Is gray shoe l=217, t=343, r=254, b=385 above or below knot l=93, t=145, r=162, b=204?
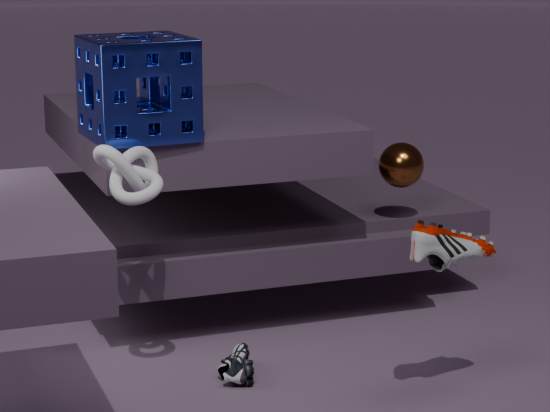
below
